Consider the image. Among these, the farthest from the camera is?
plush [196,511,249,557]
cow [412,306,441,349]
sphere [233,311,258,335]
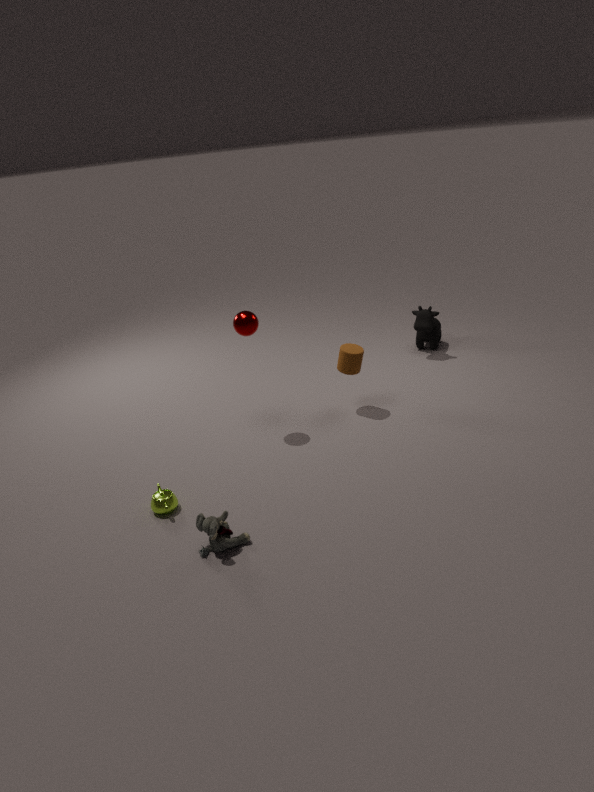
cow [412,306,441,349]
